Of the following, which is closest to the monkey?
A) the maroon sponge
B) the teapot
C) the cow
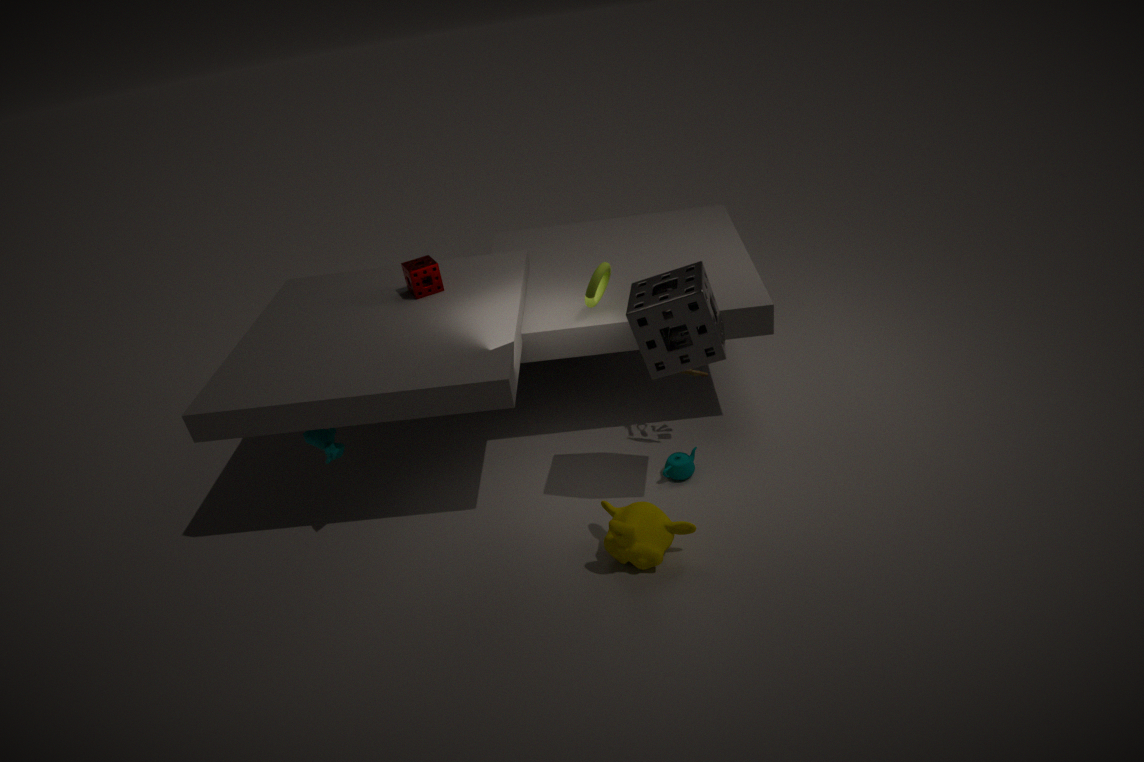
the teapot
